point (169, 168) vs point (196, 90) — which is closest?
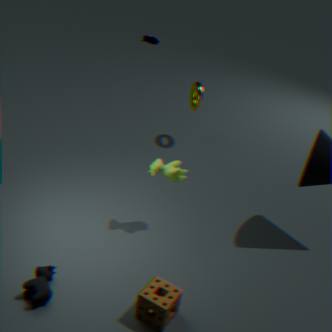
point (169, 168)
